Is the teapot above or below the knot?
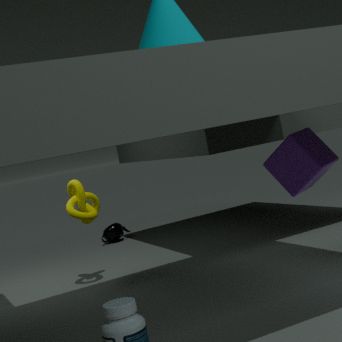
below
